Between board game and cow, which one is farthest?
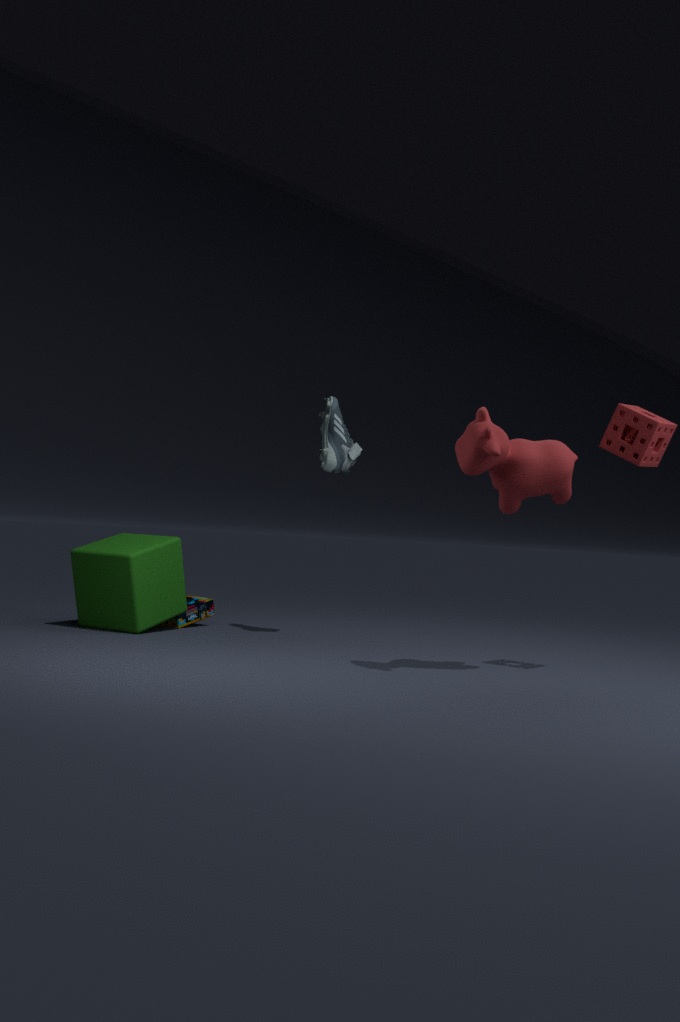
board game
